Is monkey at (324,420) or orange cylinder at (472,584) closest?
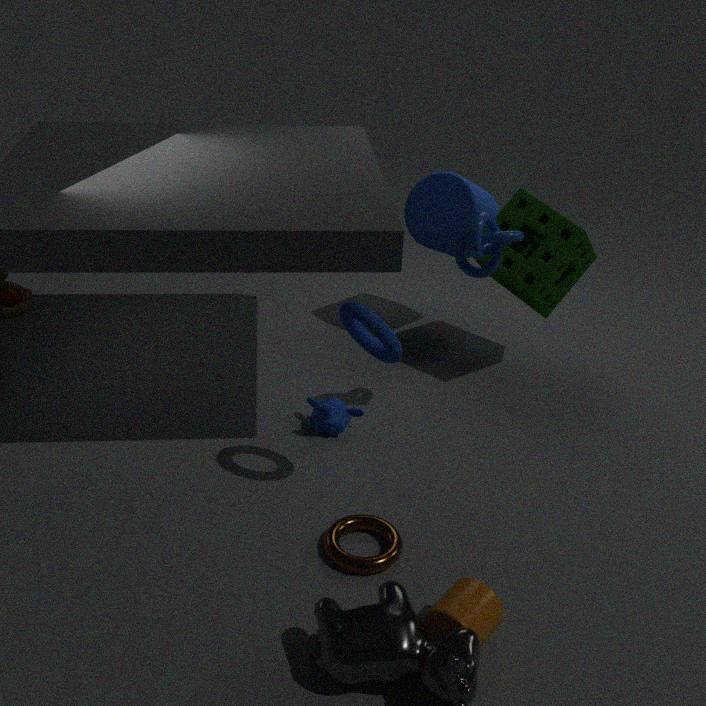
orange cylinder at (472,584)
